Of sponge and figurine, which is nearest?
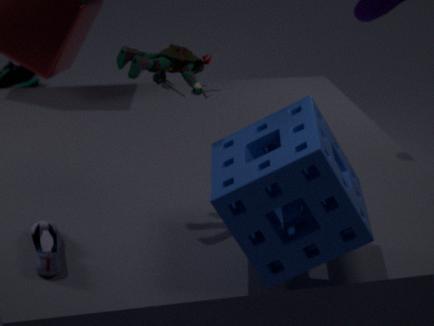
sponge
